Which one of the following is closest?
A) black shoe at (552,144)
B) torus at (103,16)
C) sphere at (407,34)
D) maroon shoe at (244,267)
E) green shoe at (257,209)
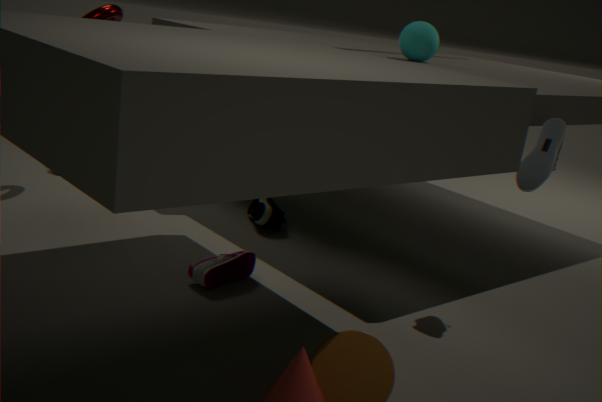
black shoe at (552,144)
